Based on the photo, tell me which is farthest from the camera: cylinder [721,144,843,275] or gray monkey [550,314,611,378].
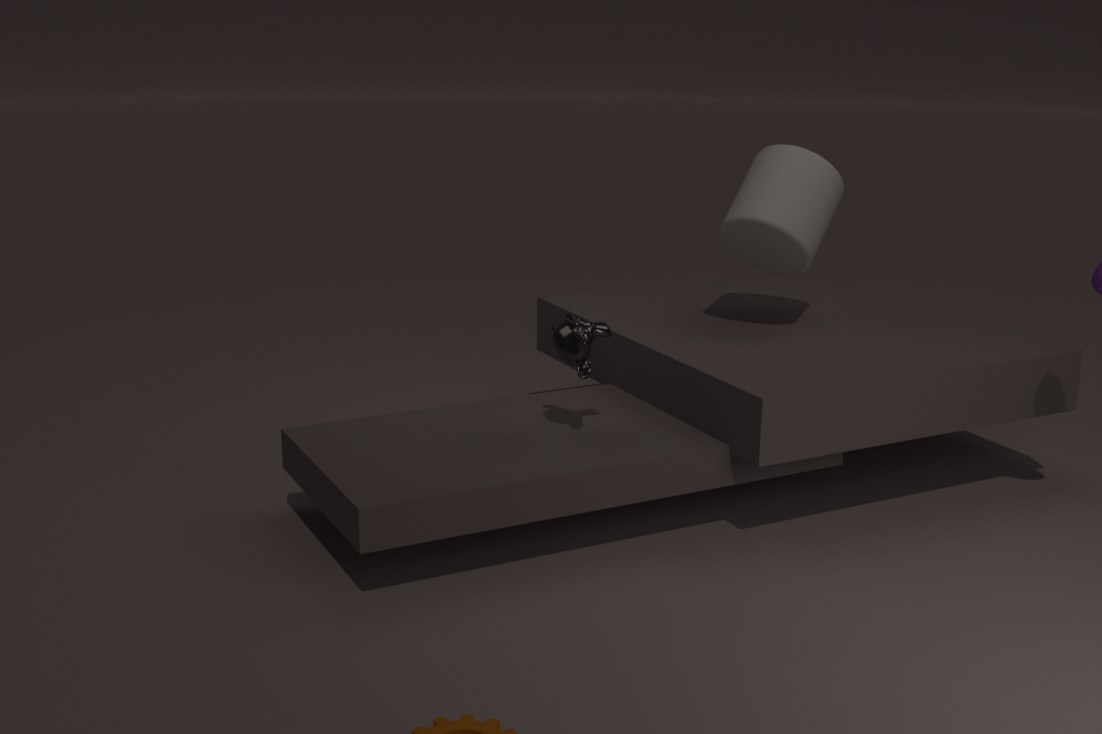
cylinder [721,144,843,275]
